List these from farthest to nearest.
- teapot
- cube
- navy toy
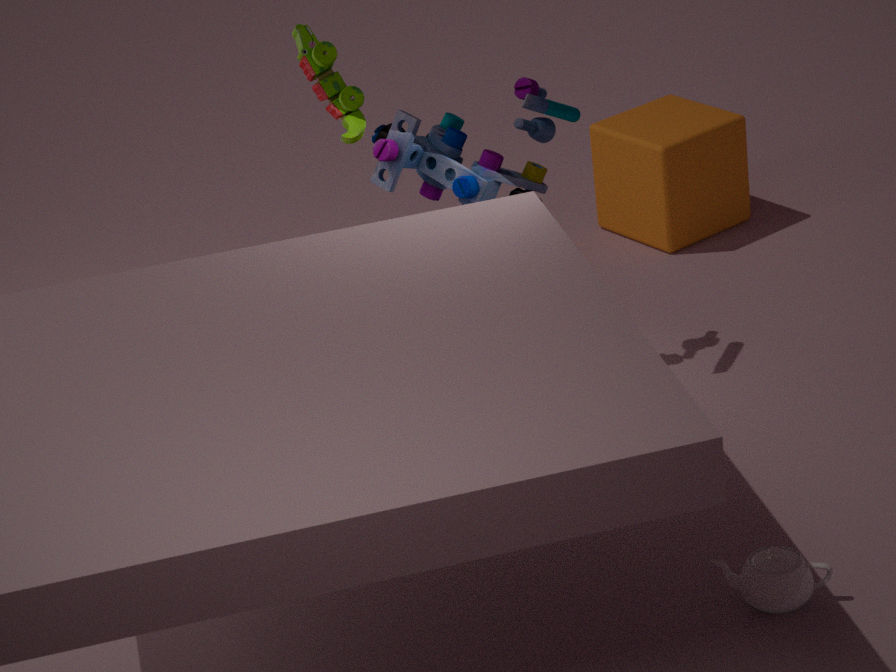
cube
navy toy
teapot
